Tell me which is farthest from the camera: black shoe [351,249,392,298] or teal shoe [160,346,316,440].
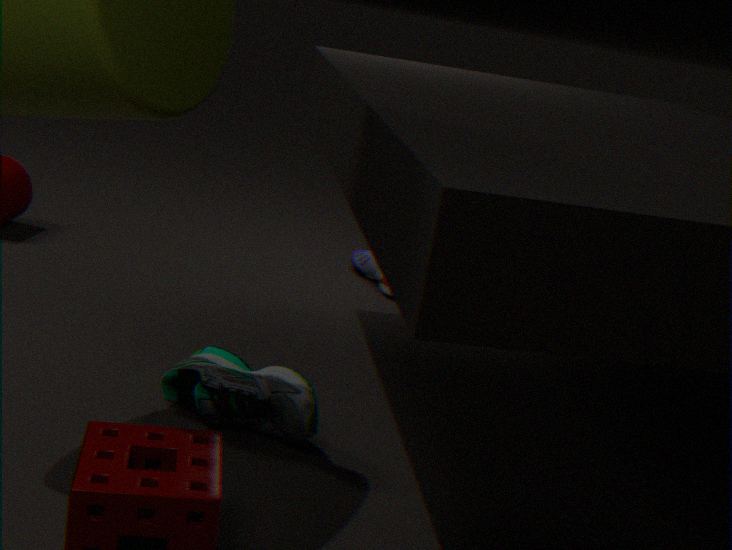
black shoe [351,249,392,298]
